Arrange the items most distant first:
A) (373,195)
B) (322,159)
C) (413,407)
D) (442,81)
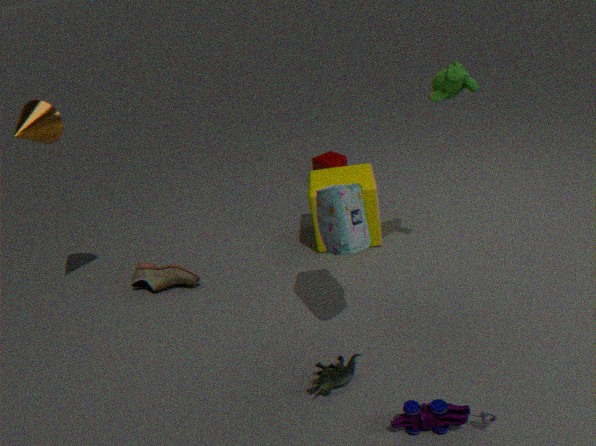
B. (322,159), A. (373,195), D. (442,81), C. (413,407)
